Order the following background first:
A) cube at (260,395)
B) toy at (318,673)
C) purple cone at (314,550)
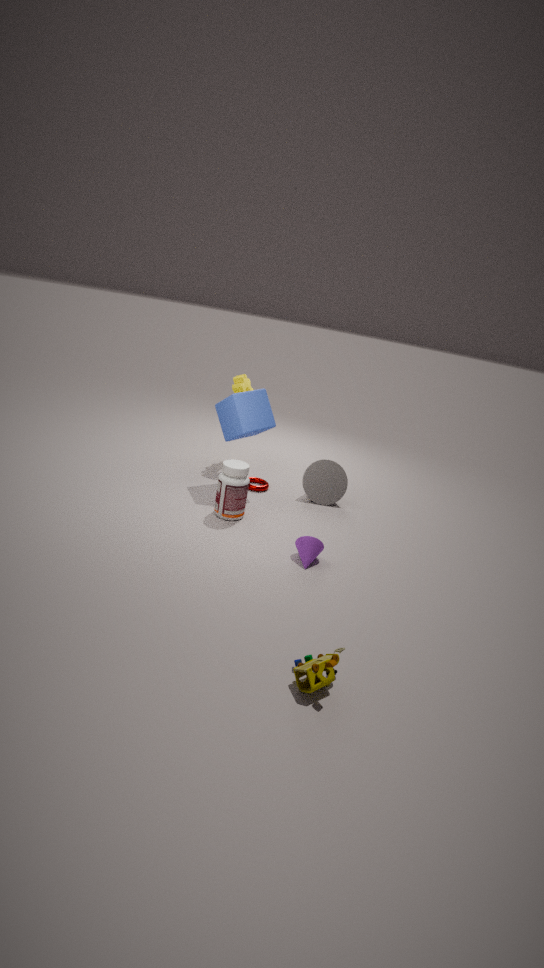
1. cube at (260,395)
2. purple cone at (314,550)
3. toy at (318,673)
